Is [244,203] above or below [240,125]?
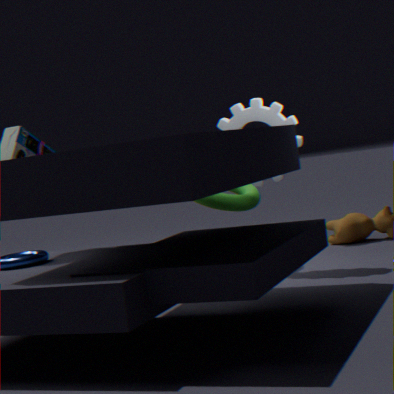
below
